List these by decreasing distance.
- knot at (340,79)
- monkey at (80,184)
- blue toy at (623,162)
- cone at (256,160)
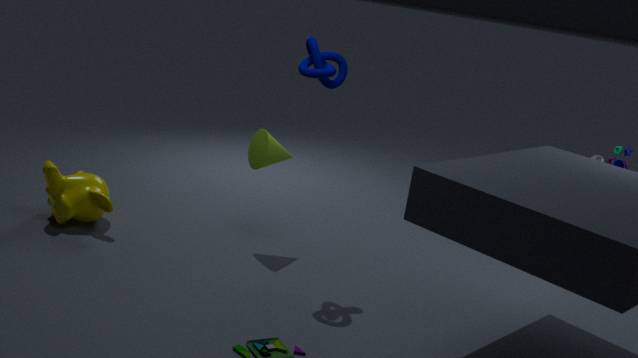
blue toy at (623,162)
cone at (256,160)
monkey at (80,184)
knot at (340,79)
